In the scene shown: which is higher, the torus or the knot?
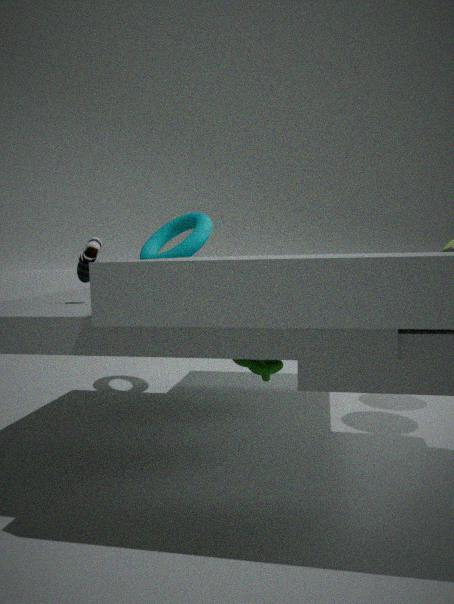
the torus
